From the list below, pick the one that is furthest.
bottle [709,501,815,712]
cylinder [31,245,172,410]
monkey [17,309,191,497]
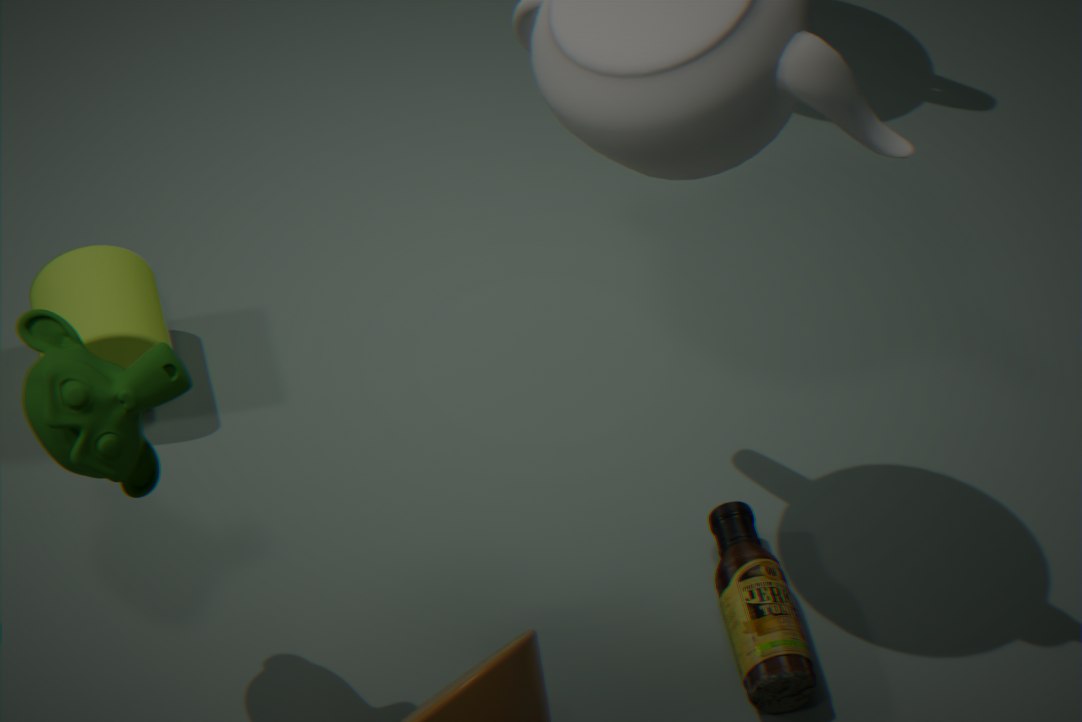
cylinder [31,245,172,410]
